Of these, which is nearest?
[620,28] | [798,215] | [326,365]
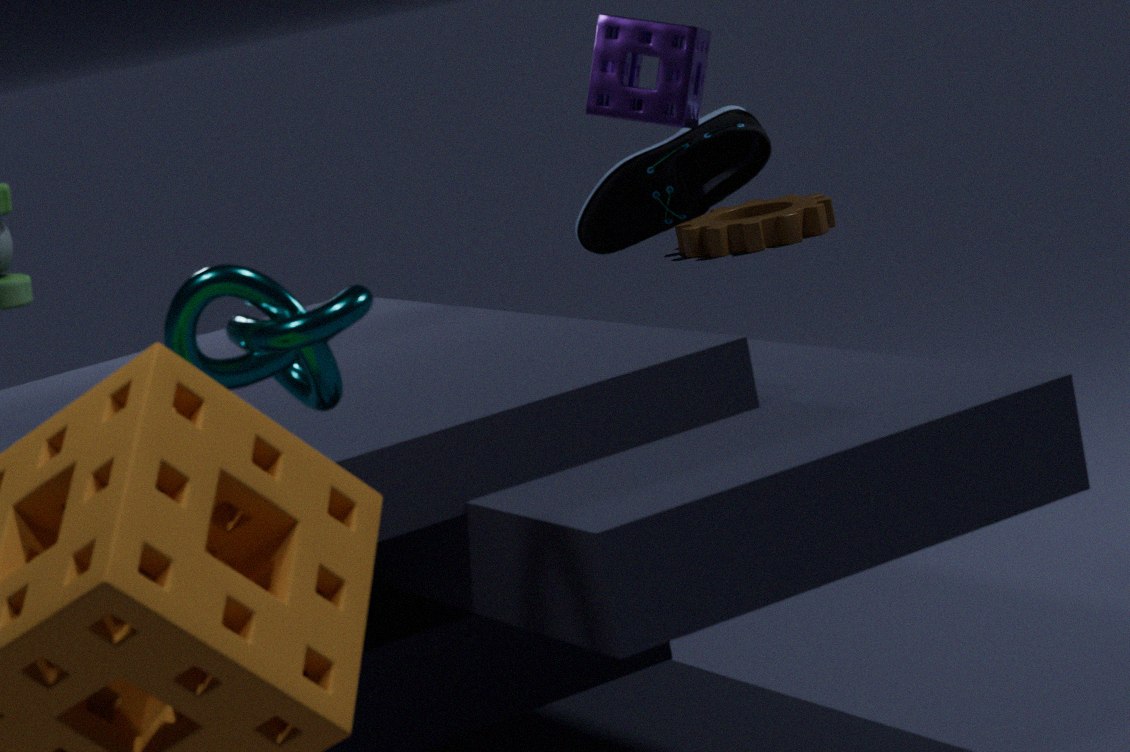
[326,365]
